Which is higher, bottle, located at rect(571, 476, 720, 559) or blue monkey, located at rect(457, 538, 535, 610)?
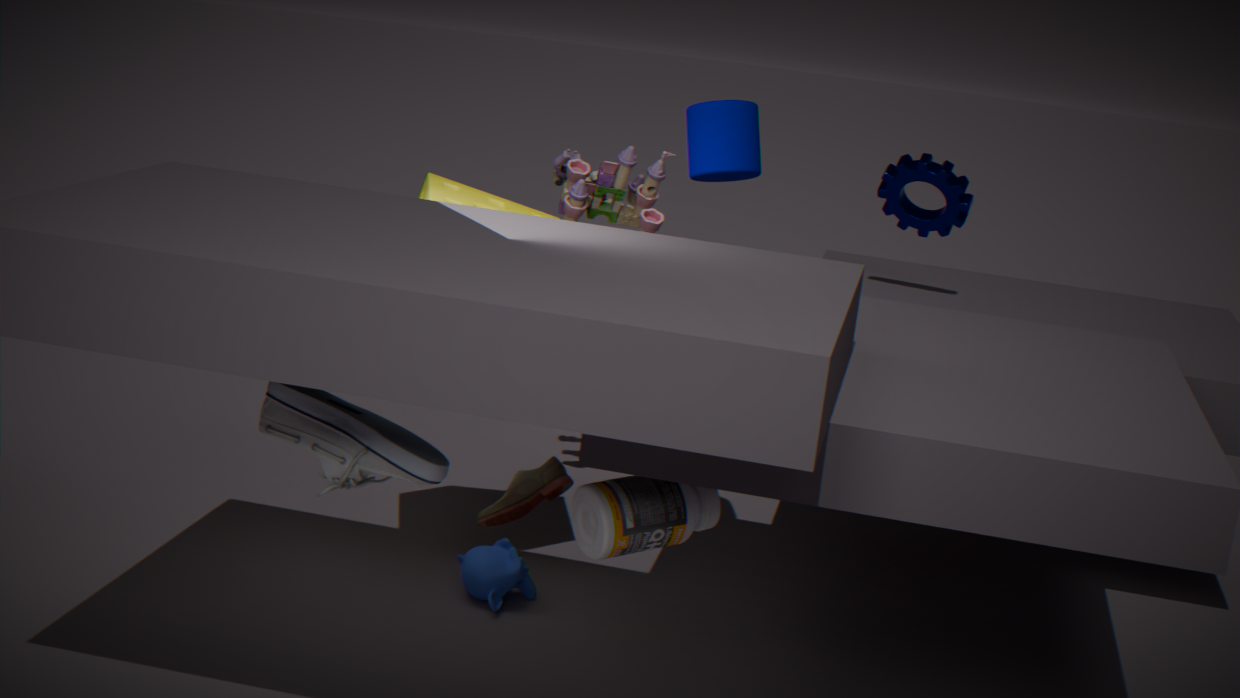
bottle, located at rect(571, 476, 720, 559)
